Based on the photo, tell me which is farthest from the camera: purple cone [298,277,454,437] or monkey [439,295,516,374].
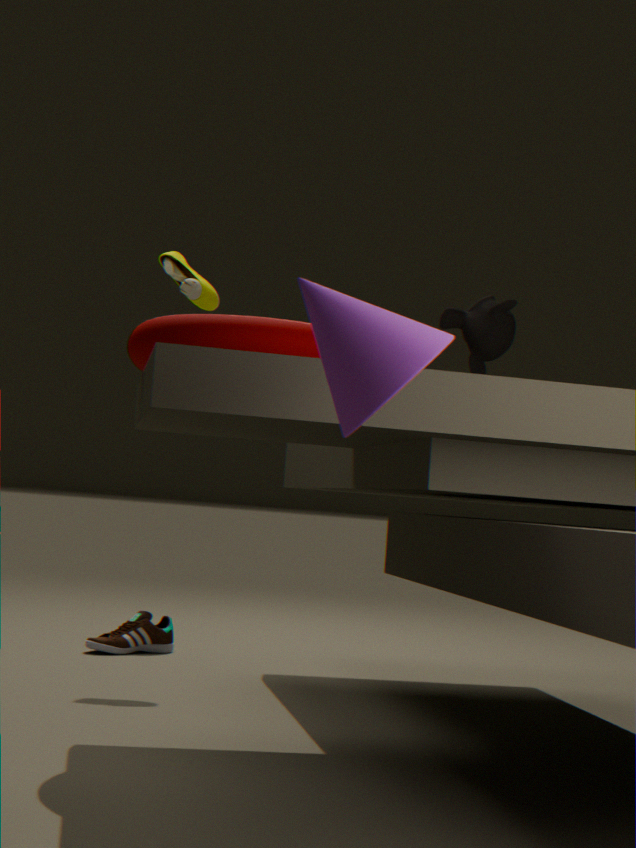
monkey [439,295,516,374]
